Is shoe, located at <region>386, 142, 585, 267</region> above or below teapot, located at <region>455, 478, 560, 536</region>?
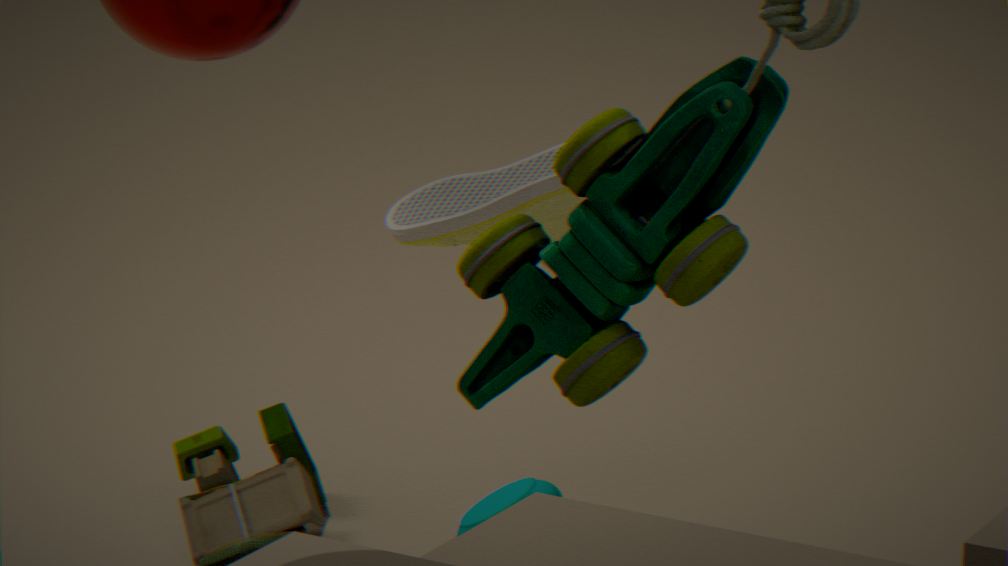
above
